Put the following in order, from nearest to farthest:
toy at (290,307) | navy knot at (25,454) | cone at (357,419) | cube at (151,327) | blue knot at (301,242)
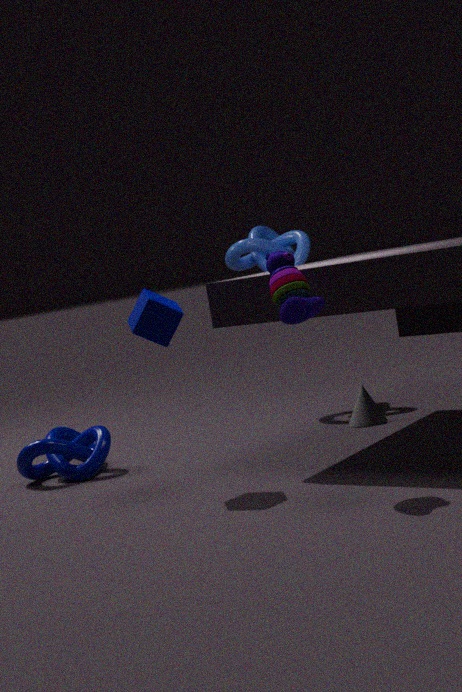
toy at (290,307)
cube at (151,327)
navy knot at (25,454)
cone at (357,419)
blue knot at (301,242)
